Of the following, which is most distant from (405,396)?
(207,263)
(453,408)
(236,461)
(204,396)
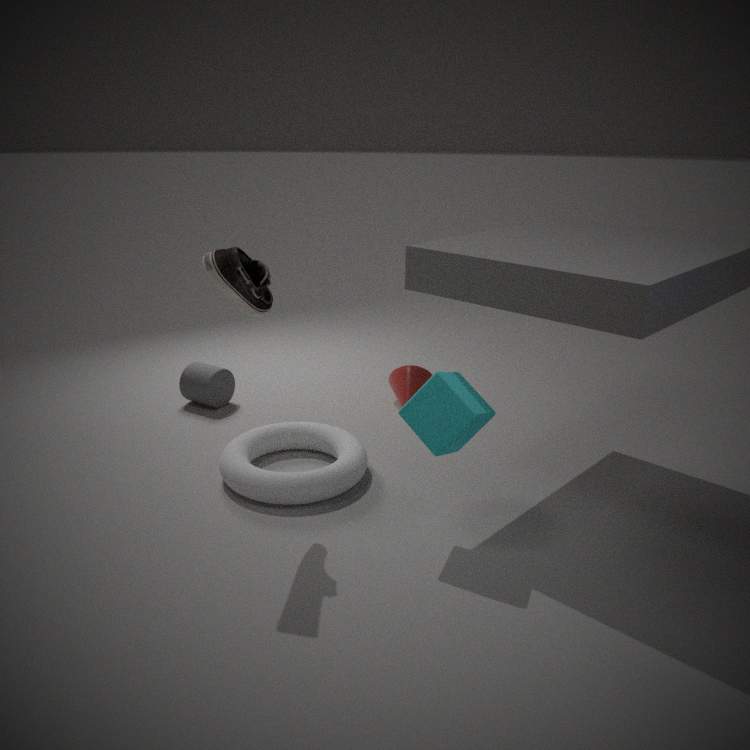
(207,263)
